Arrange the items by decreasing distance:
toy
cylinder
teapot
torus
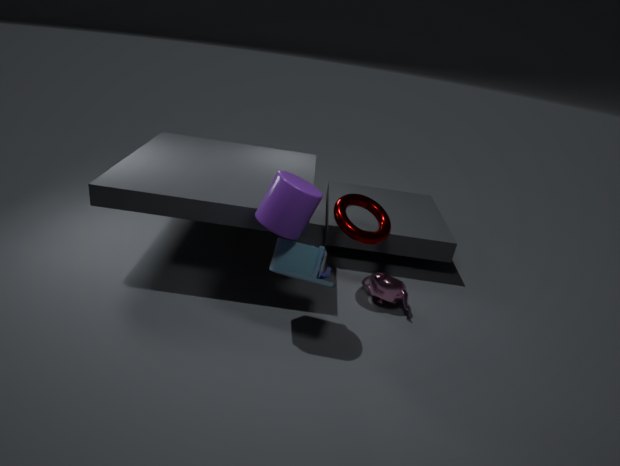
teapot < torus < toy < cylinder
